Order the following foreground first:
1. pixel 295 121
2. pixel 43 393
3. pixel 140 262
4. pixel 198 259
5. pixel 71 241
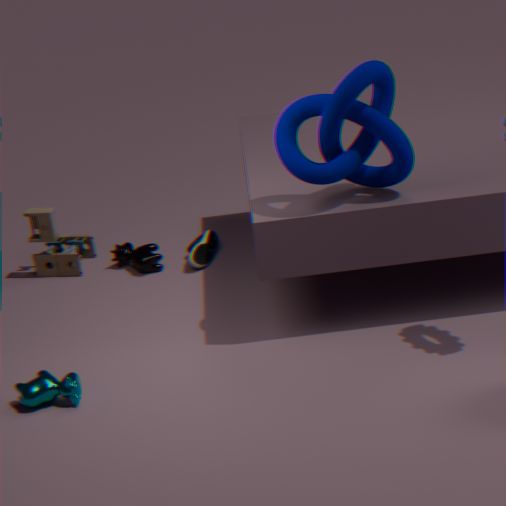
pixel 43 393, pixel 295 121, pixel 198 259, pixel 140 262, pixel 71 241
